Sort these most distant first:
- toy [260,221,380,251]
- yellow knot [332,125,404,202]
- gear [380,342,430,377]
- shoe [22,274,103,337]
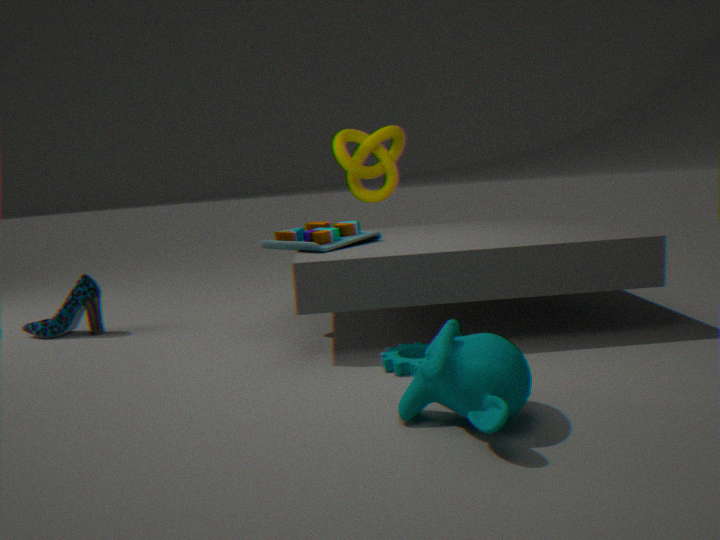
yellow knot [332,125,404,202] < shoe [22,274,103,337] < toy [260,221,380,251] < gear [380,342,430,377]
